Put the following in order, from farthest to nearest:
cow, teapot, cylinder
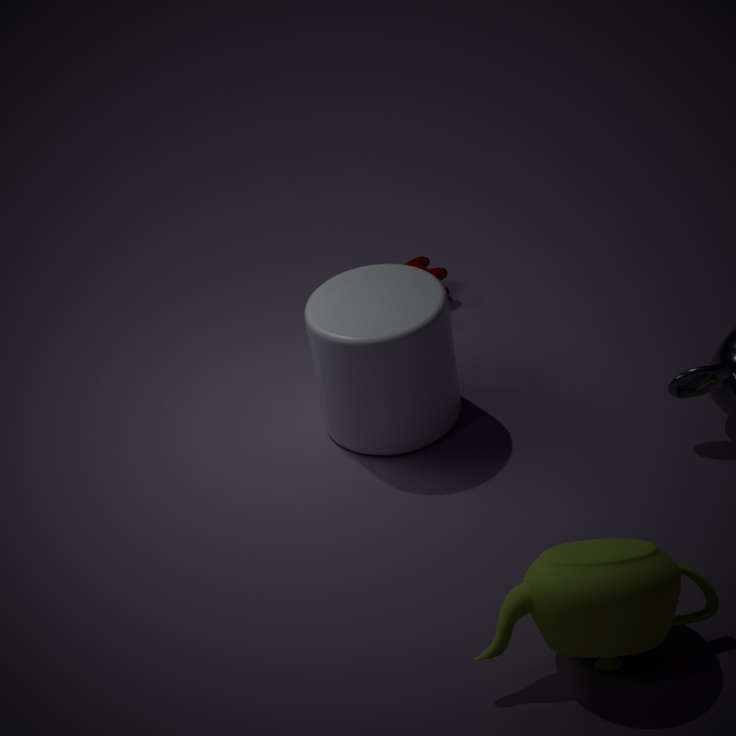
cow < cylinder < teapot
